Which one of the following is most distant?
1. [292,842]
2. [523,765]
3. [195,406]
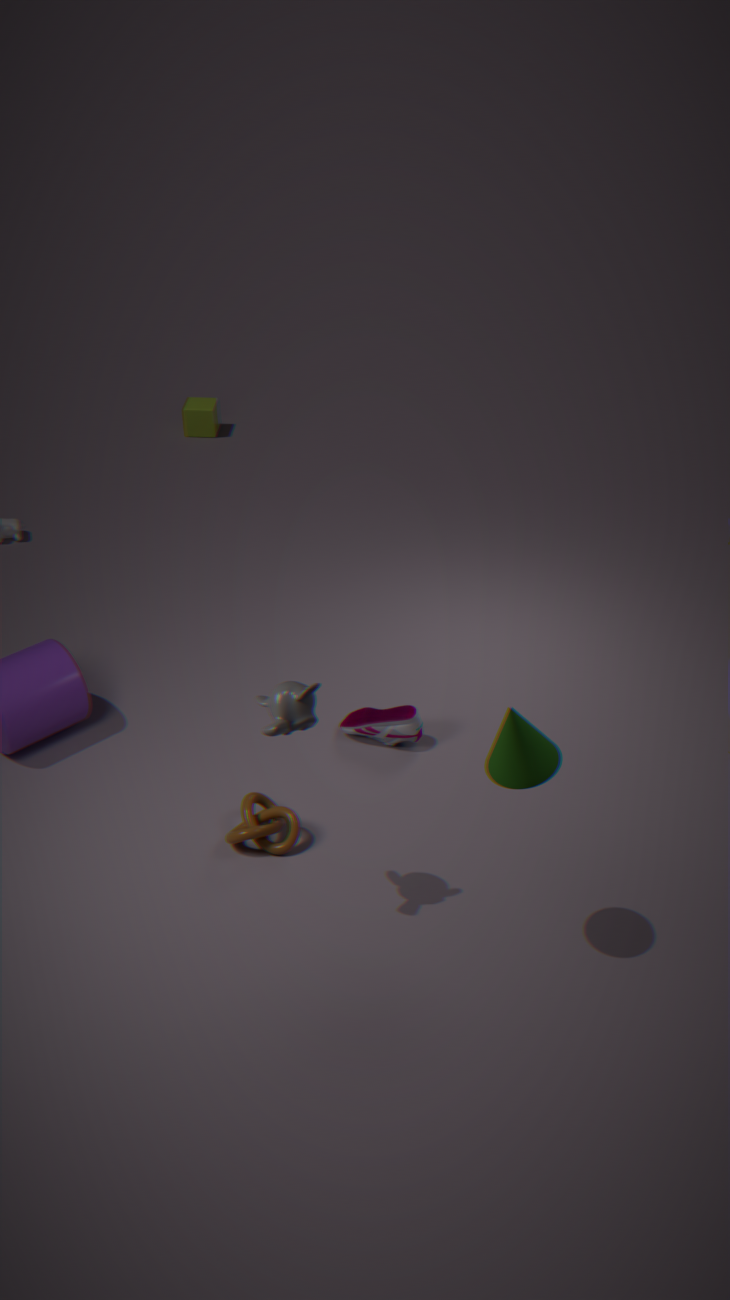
[195,406]
